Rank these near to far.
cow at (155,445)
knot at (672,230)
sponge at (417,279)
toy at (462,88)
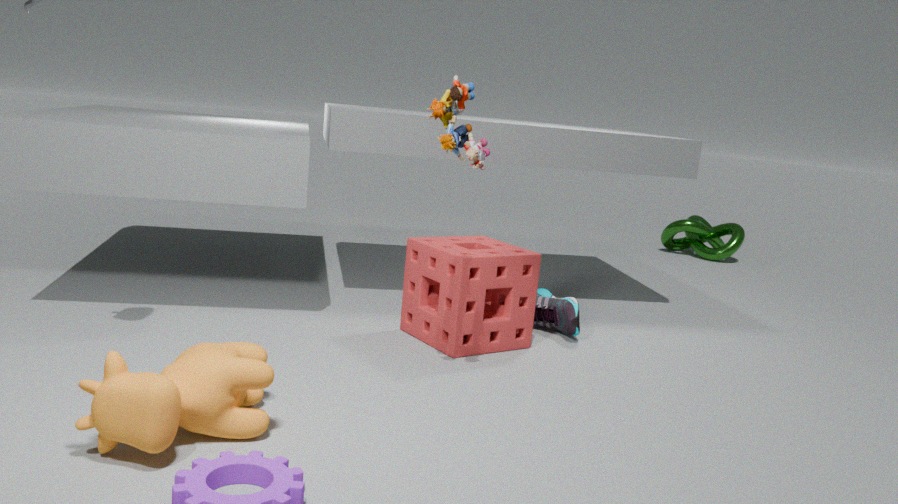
1. cow at (155,445)
2. toy at (462,88)
3. sponge at (417,279)
4. knot at (672,230)
